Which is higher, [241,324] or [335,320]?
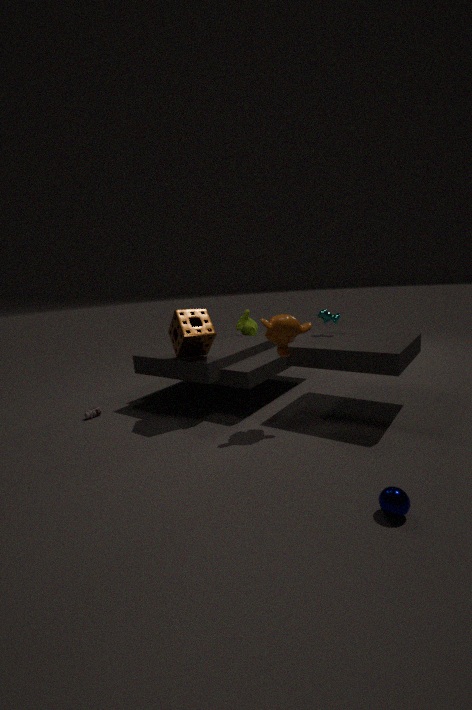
[335,320]
